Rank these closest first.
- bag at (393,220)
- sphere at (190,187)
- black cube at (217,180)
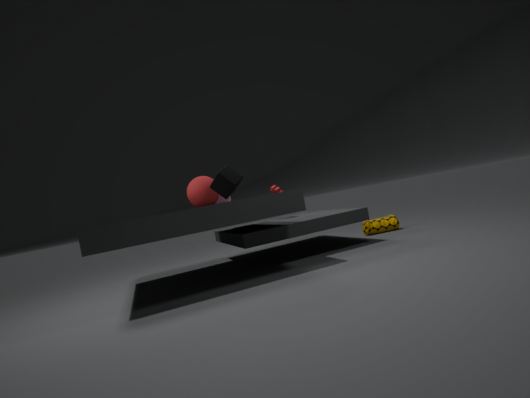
Answer: black cube at (217,180)
sphere at (190,187)
bag at (393,220)
